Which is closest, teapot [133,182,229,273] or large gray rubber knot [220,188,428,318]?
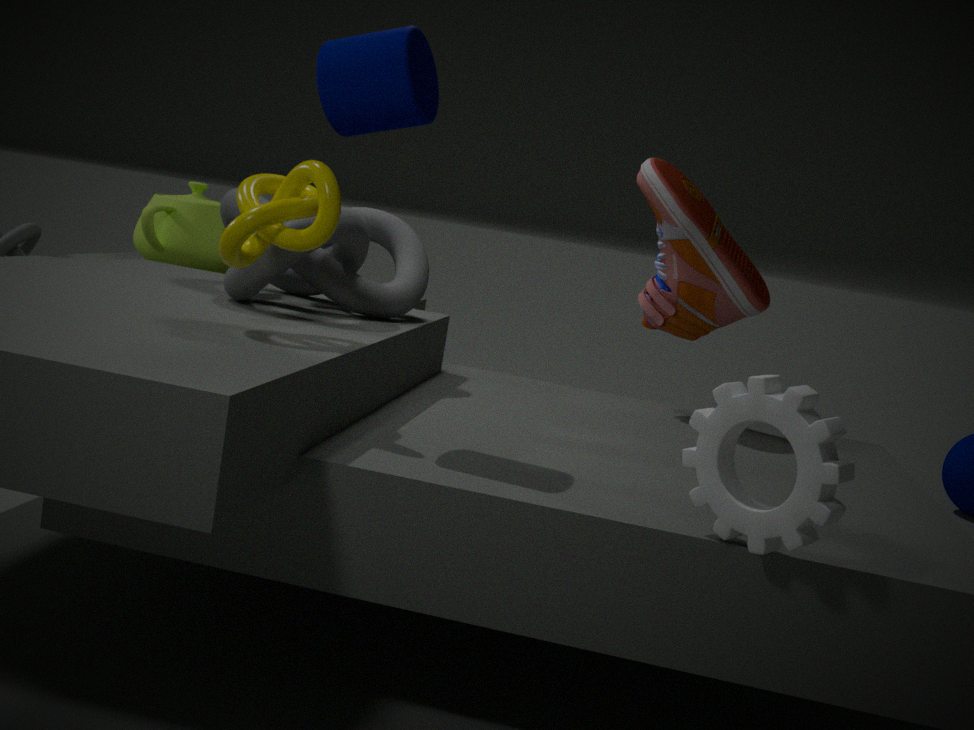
large gray rubber knot [220,188,428,318]
